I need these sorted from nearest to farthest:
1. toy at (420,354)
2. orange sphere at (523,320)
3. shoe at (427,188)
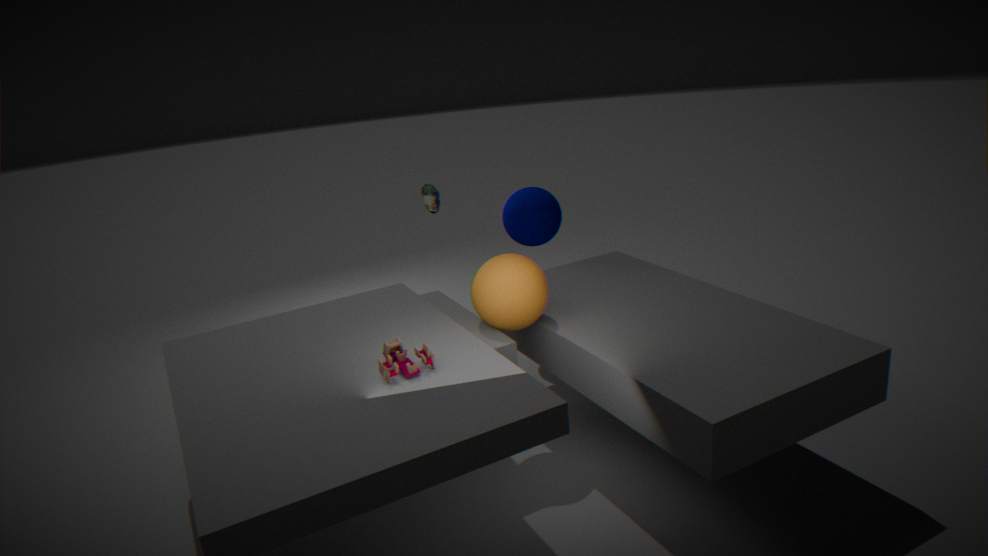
1. toy at (420,354)
2. orange sphere at (523,320)
3. shoe at (427,188)
